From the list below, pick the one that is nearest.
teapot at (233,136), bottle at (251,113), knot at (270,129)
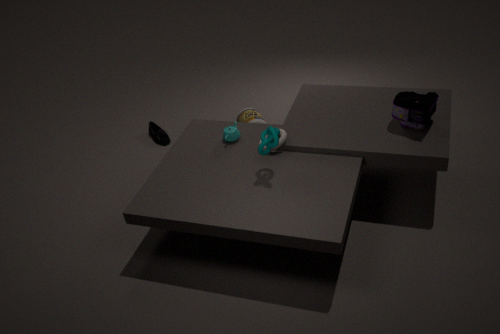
knot at (270,129)
